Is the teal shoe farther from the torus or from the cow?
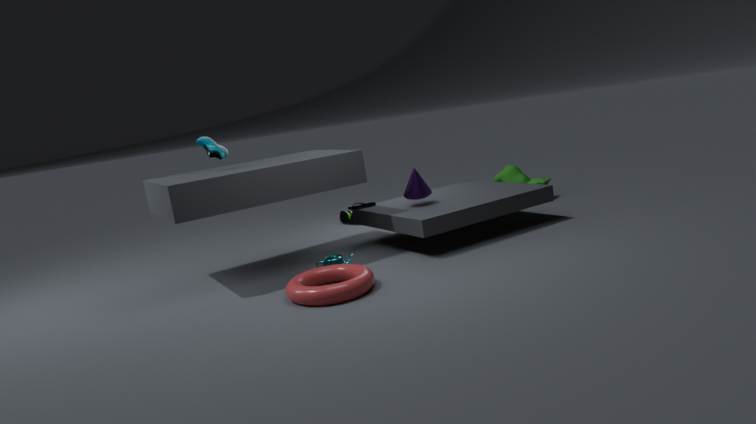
the torus
